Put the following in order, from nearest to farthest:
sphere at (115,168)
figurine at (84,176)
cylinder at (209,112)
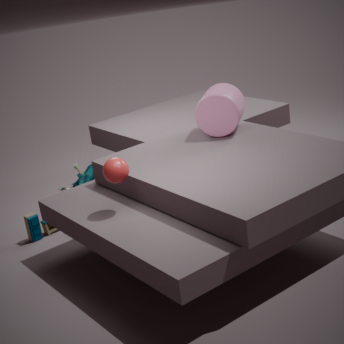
sphere at (115,168) → cylinder at (209,112) → figurine at (84,176)
